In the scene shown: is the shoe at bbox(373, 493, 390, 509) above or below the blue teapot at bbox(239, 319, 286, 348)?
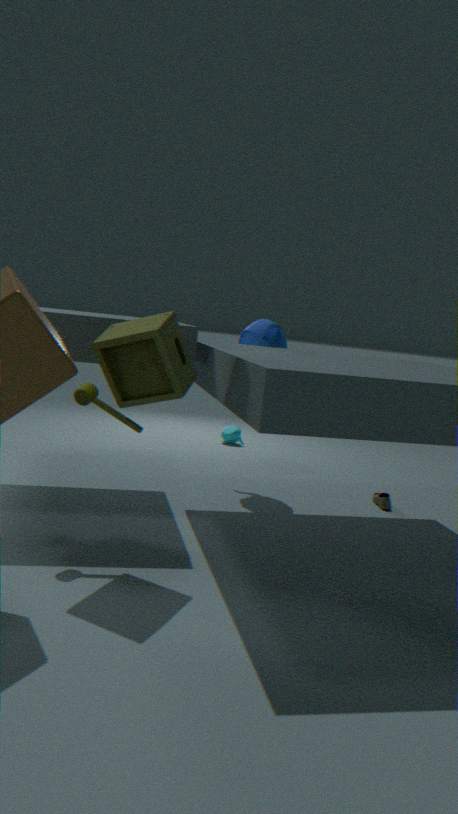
below
